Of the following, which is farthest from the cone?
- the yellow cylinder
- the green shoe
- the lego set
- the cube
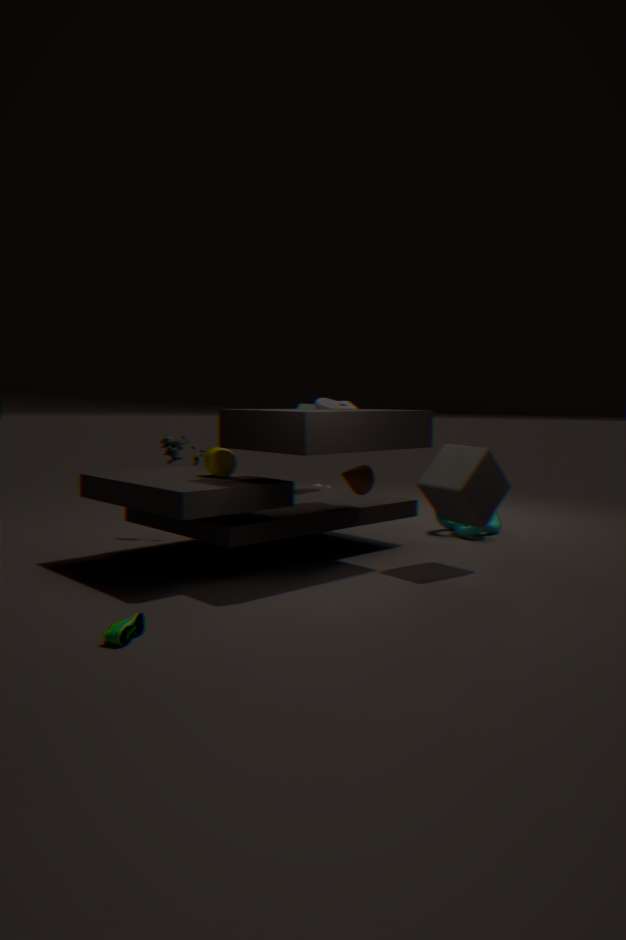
the green shoe
